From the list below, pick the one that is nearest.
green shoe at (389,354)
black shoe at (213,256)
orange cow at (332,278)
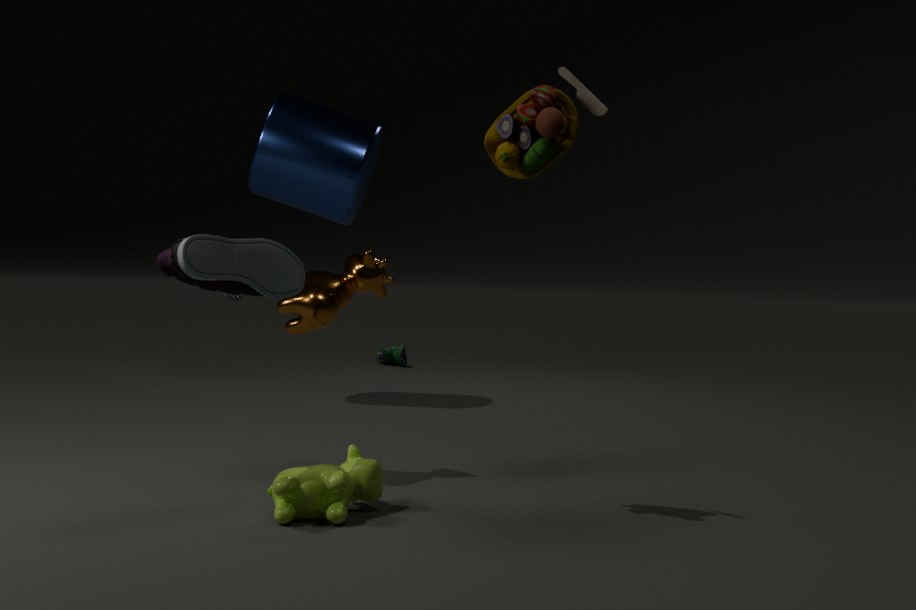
black shoe at (213,256)
